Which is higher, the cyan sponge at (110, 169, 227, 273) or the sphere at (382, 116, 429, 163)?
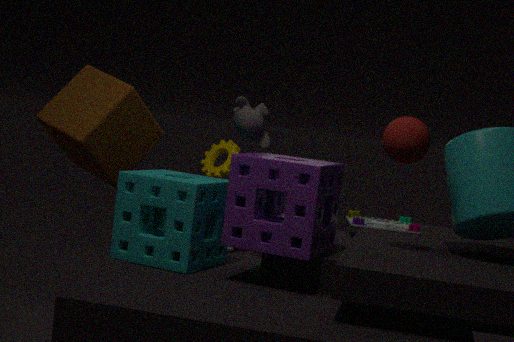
the sphere at (382, 116, 429, 163)
